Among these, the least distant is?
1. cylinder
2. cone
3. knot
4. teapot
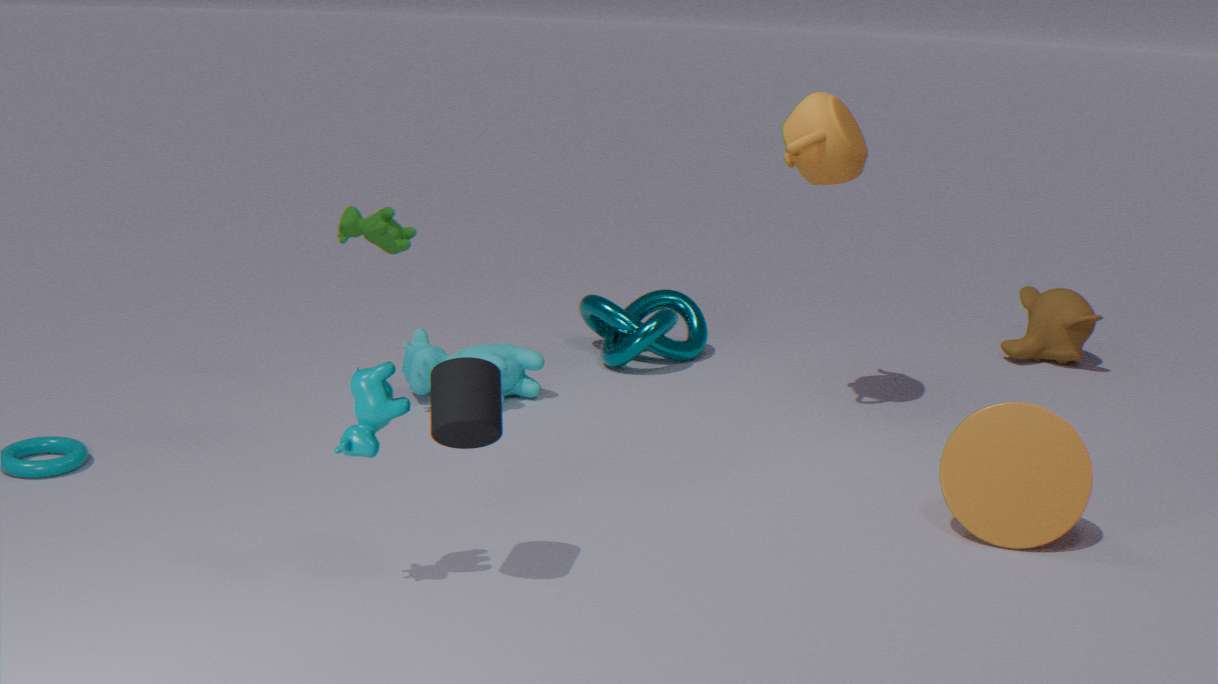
cylinder
